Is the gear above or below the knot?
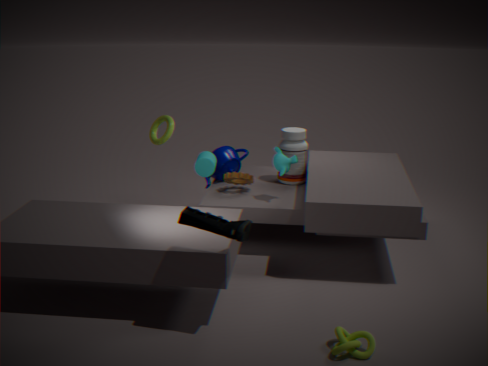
above
